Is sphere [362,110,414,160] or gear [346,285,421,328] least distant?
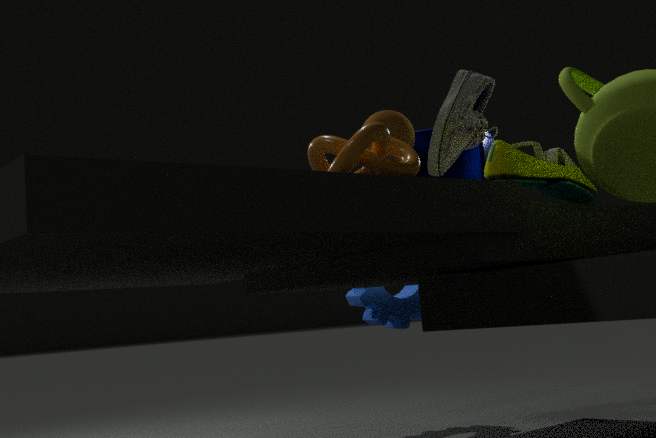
sphere [362,110,414,160]
